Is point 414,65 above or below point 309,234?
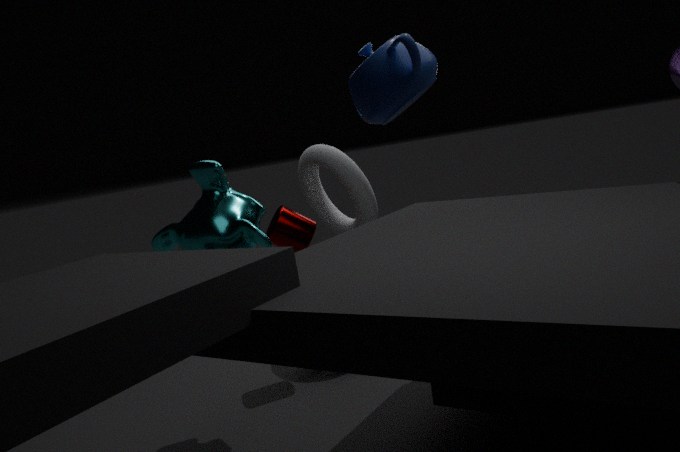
above
